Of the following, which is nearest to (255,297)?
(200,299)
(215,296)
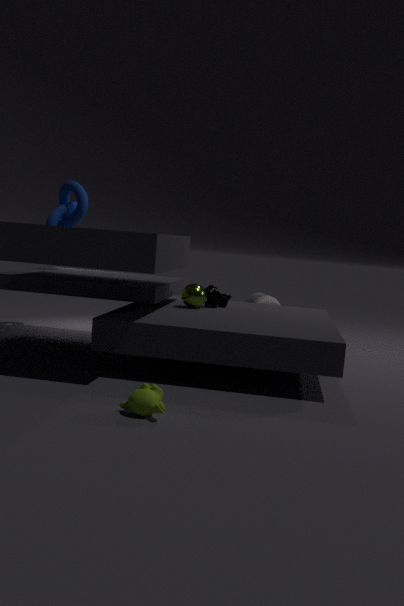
(215,296)
